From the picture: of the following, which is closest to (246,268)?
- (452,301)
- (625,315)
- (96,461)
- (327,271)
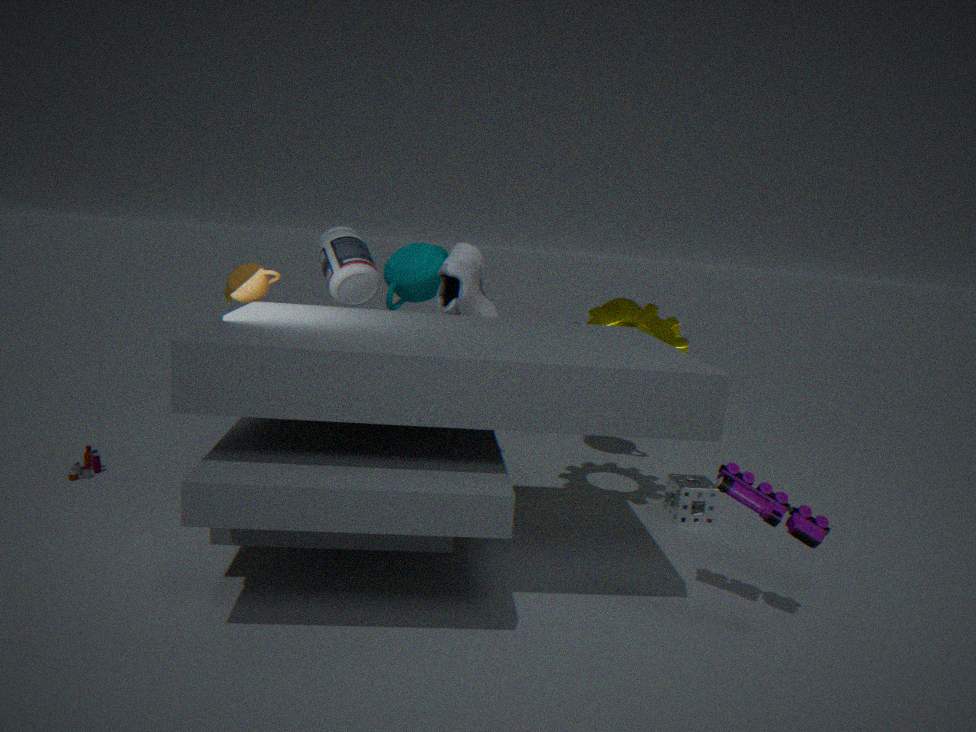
(327,271)
